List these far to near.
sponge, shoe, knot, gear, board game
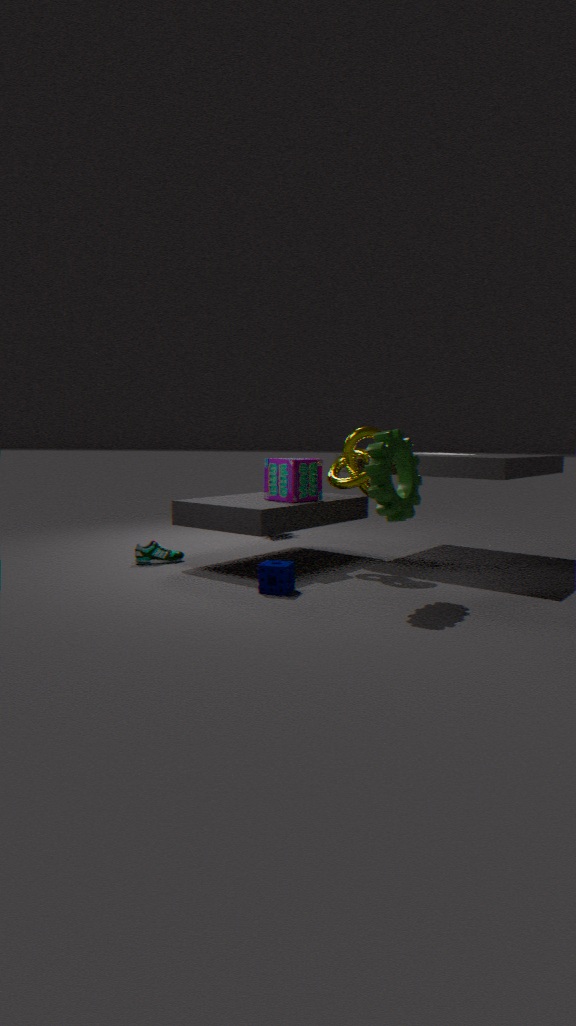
shoe → board game → knot → sponge → gear
